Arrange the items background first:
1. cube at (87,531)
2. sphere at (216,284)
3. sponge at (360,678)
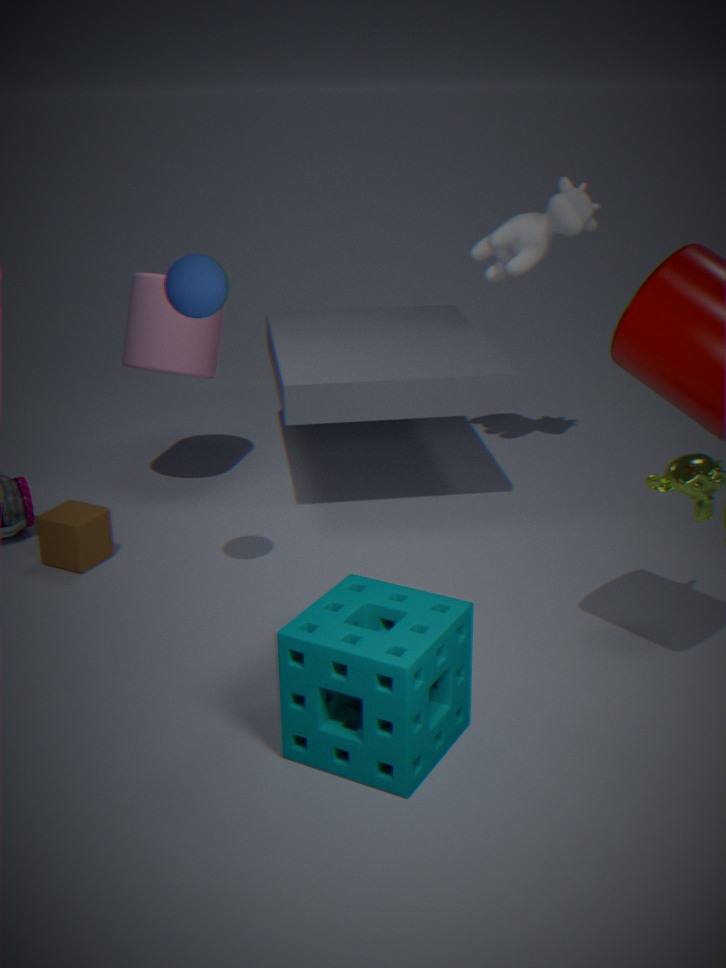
1. cube at (87,531)
2. sphere at (216,284)
3. sponge at (360,678)
